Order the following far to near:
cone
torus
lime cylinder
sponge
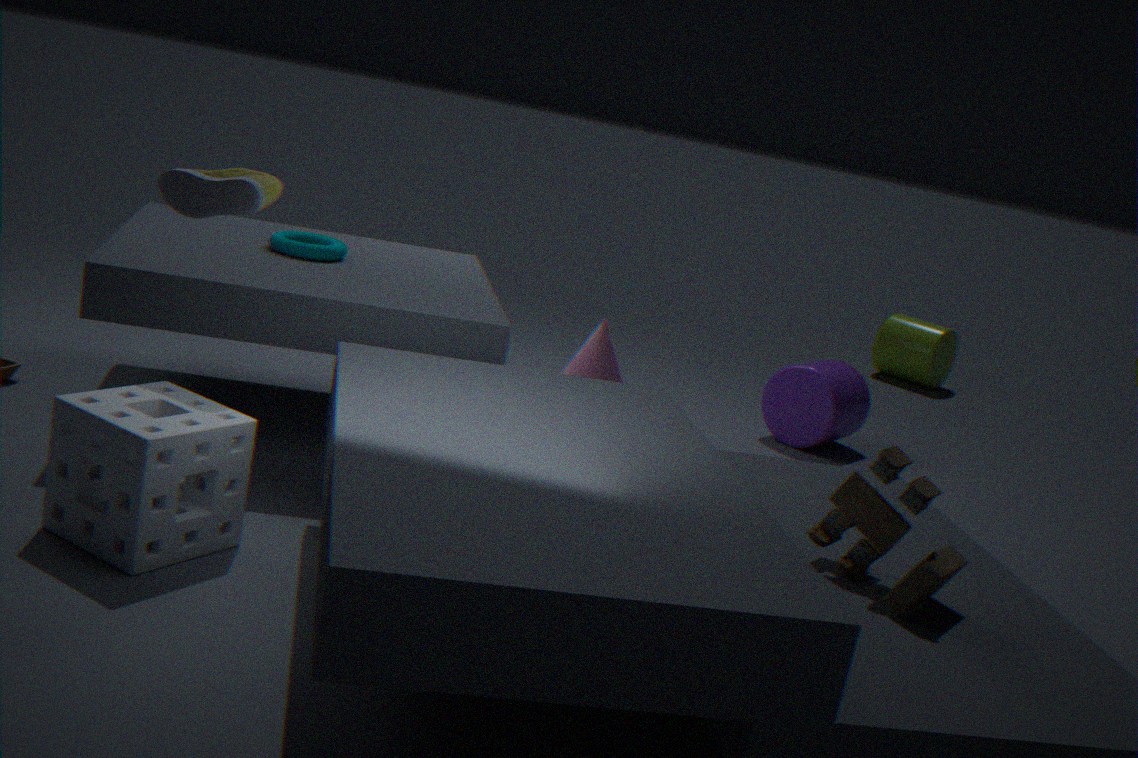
1. lime cylinder
2. cone
3. torus
4. sponge
